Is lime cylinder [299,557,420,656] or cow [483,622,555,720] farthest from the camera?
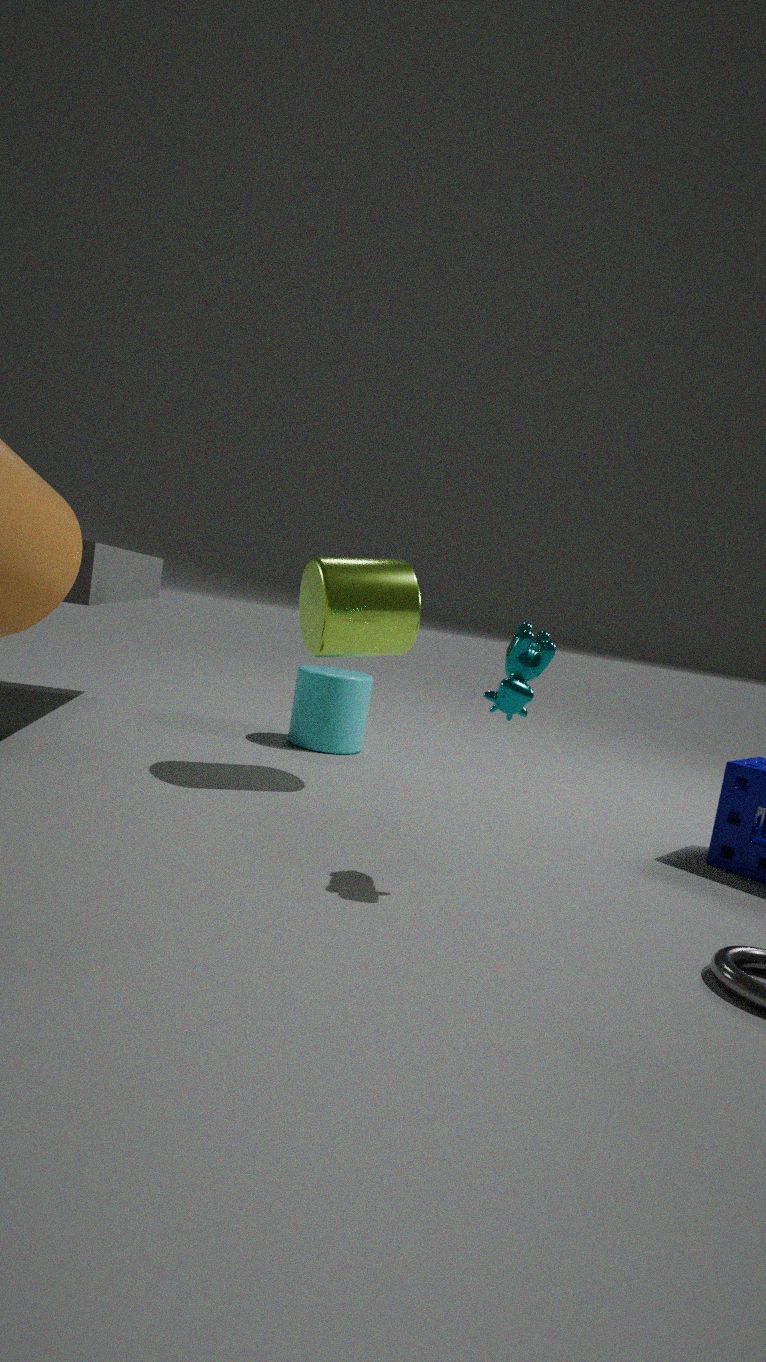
lime cylinder [299,557,420,656]
